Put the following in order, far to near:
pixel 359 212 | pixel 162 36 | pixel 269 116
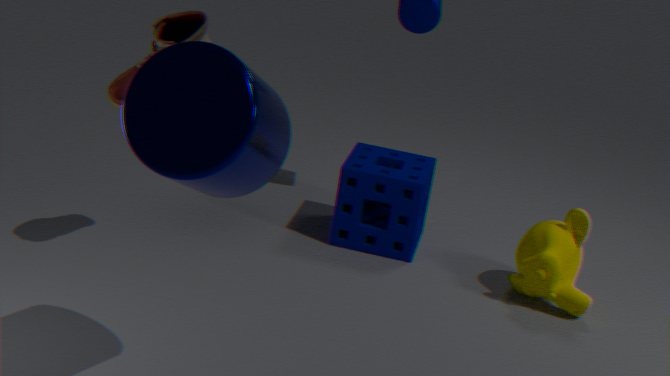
pixel 359 212
pixel 162 36
pixel 269 116
